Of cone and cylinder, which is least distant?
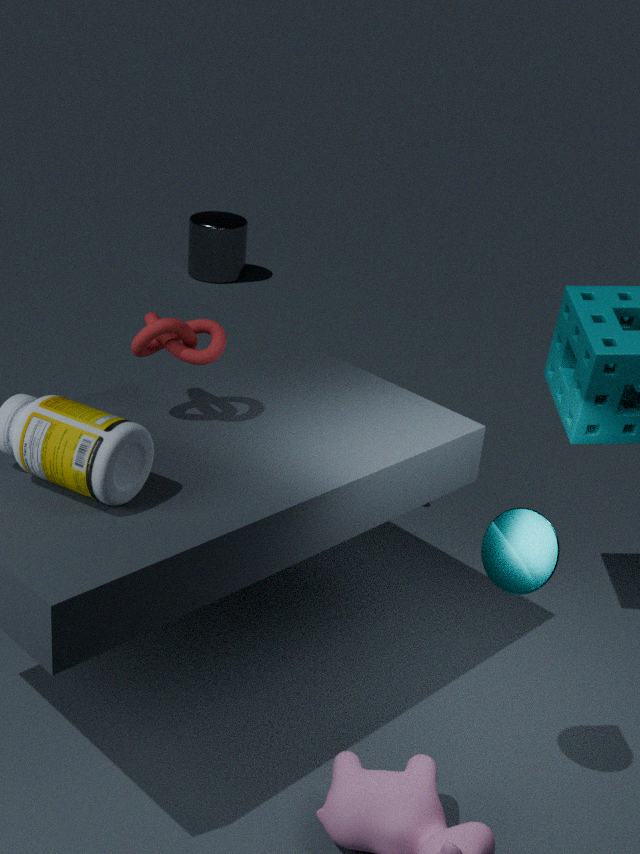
cone
